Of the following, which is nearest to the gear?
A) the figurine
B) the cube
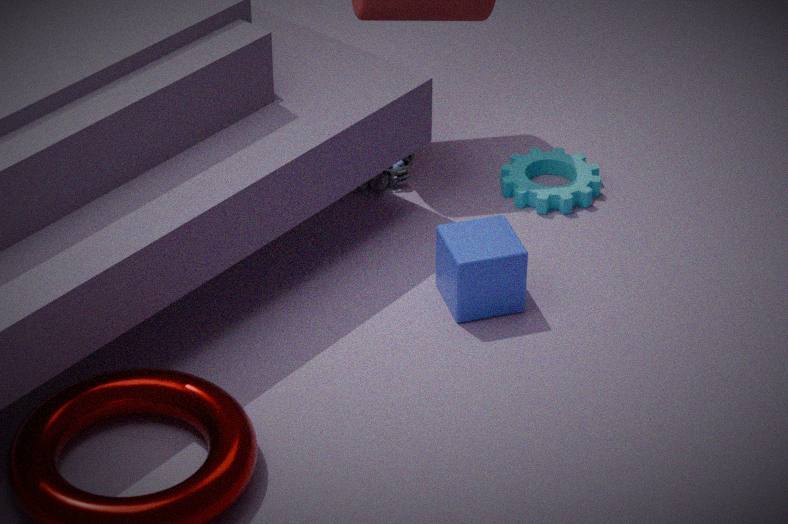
the figurine
